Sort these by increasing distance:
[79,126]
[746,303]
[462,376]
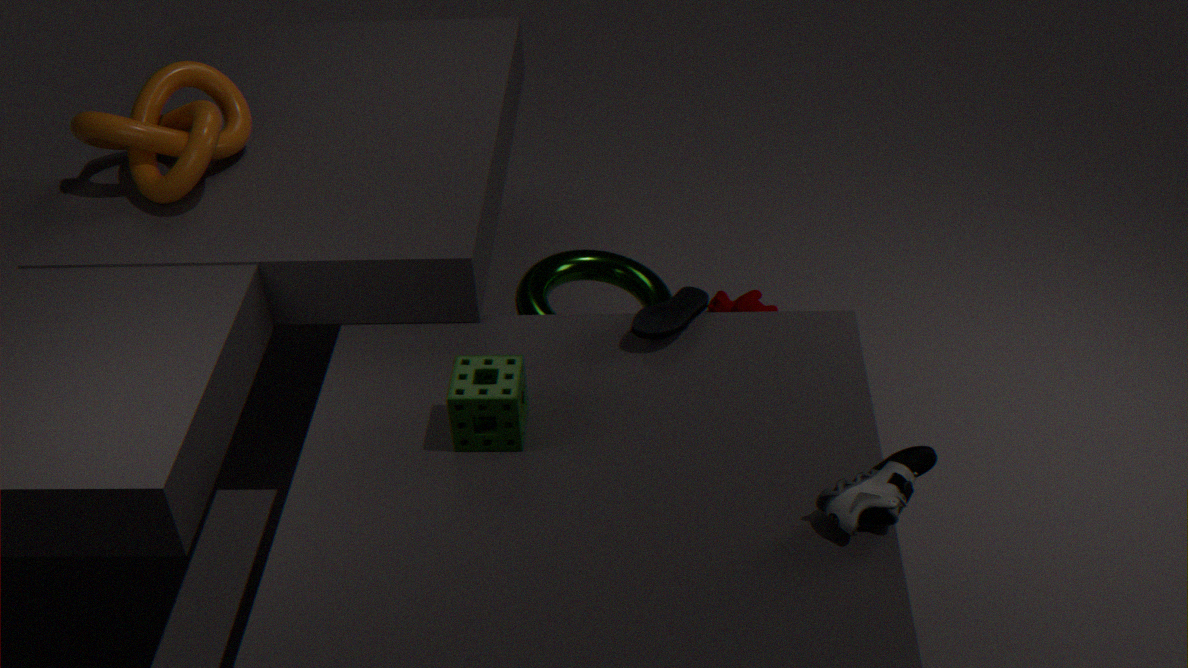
[462,376]
[79,126]
[746,303]
